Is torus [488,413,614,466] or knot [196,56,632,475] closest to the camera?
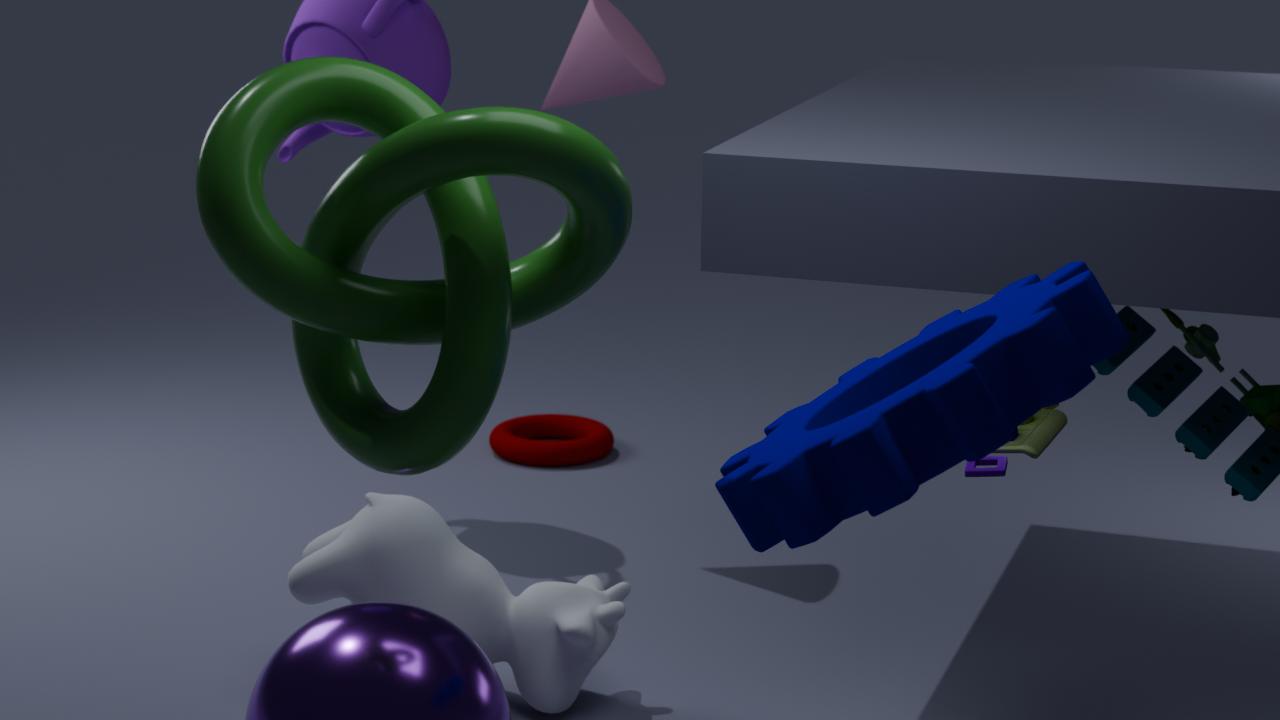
knot [196,56,632,475]
